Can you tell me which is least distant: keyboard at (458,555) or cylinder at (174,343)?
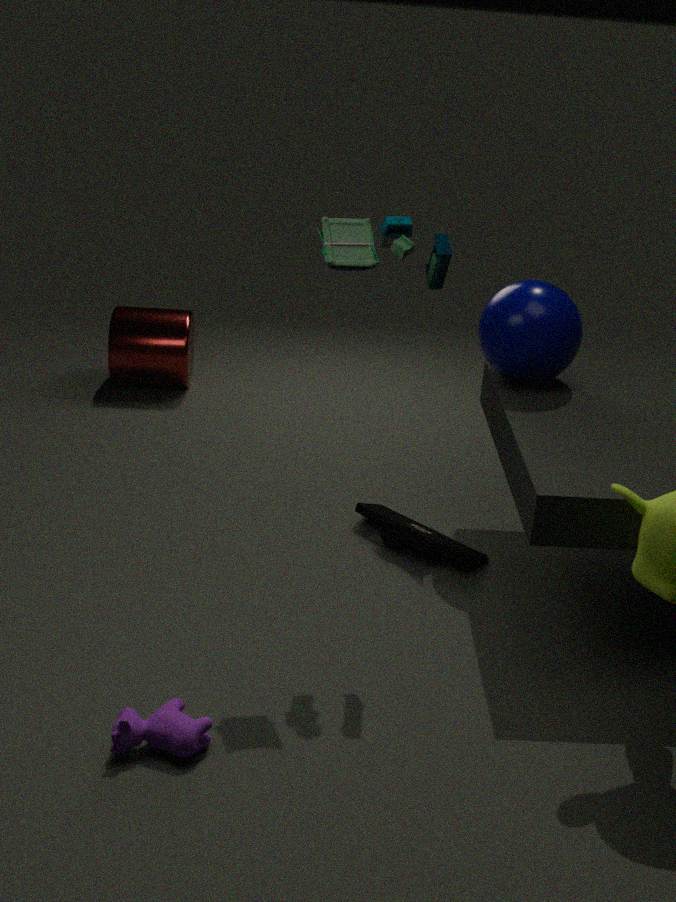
keyboard at (458,555)
